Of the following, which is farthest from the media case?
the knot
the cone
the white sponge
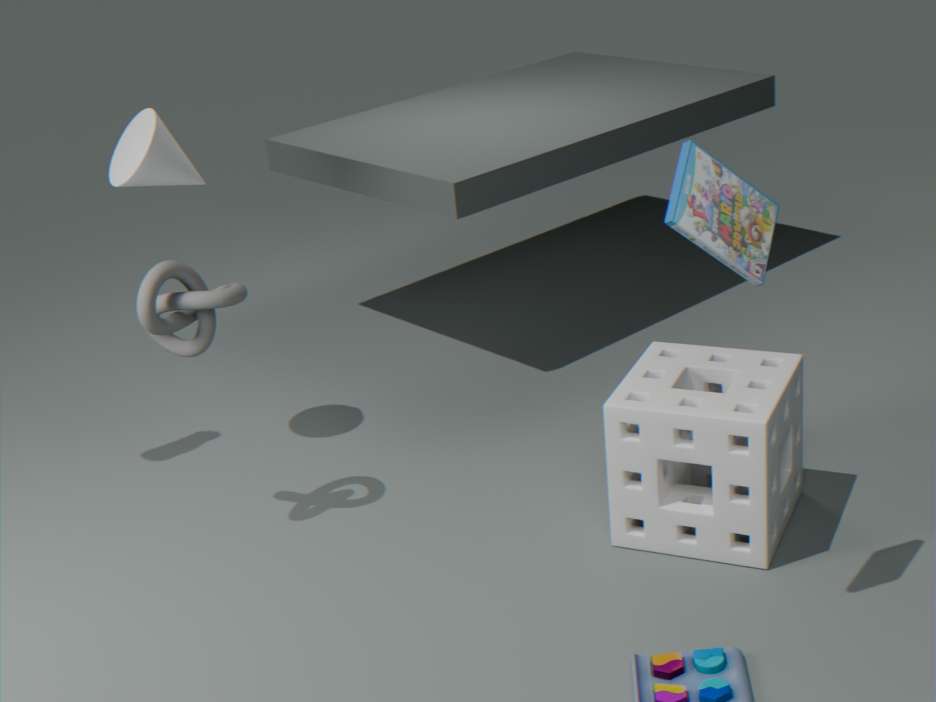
the cone
